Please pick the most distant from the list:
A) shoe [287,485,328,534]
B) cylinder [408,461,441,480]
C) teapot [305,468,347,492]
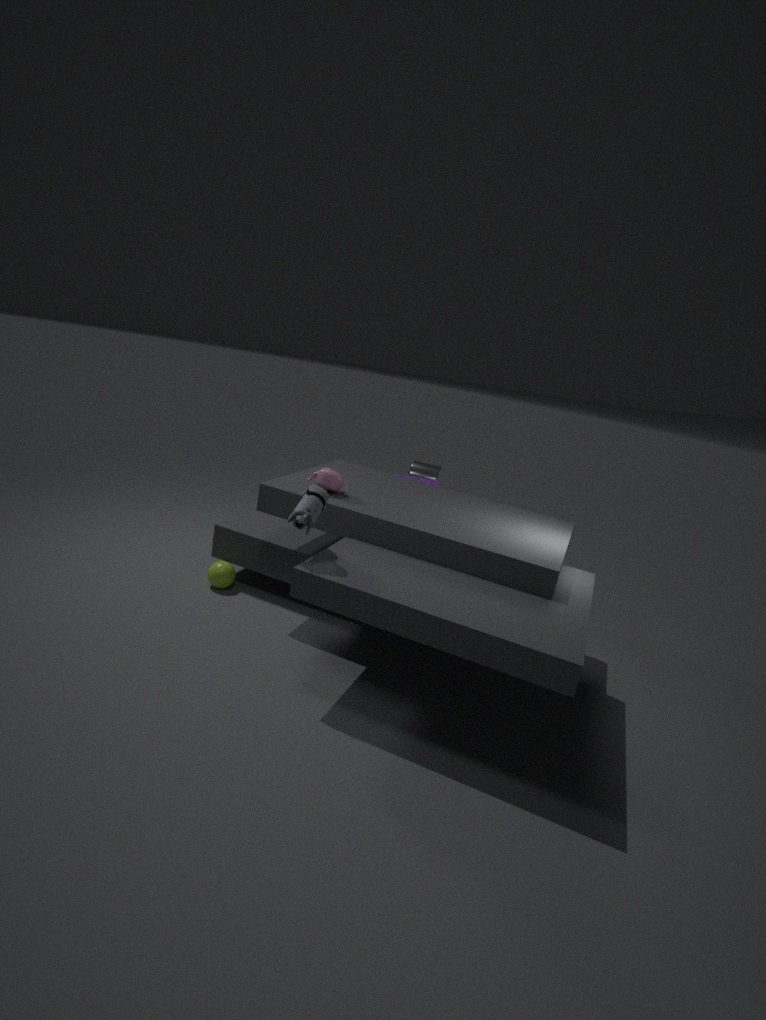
cylinder [408,461,441,480]
